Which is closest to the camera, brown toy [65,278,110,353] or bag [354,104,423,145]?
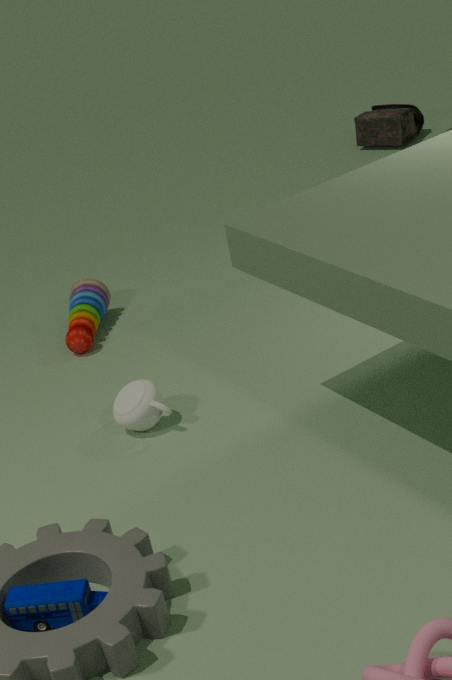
brown toy [65,278,110,353]
